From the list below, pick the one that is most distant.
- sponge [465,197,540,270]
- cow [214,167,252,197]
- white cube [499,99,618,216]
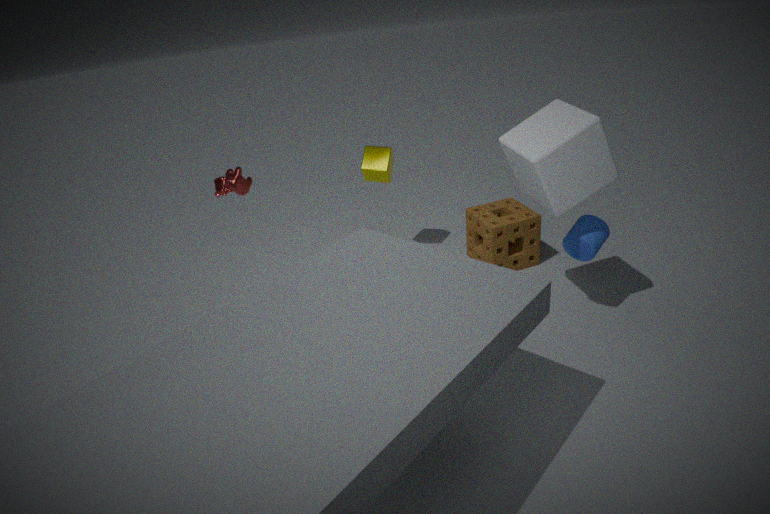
sponge [465,197,540,270]
